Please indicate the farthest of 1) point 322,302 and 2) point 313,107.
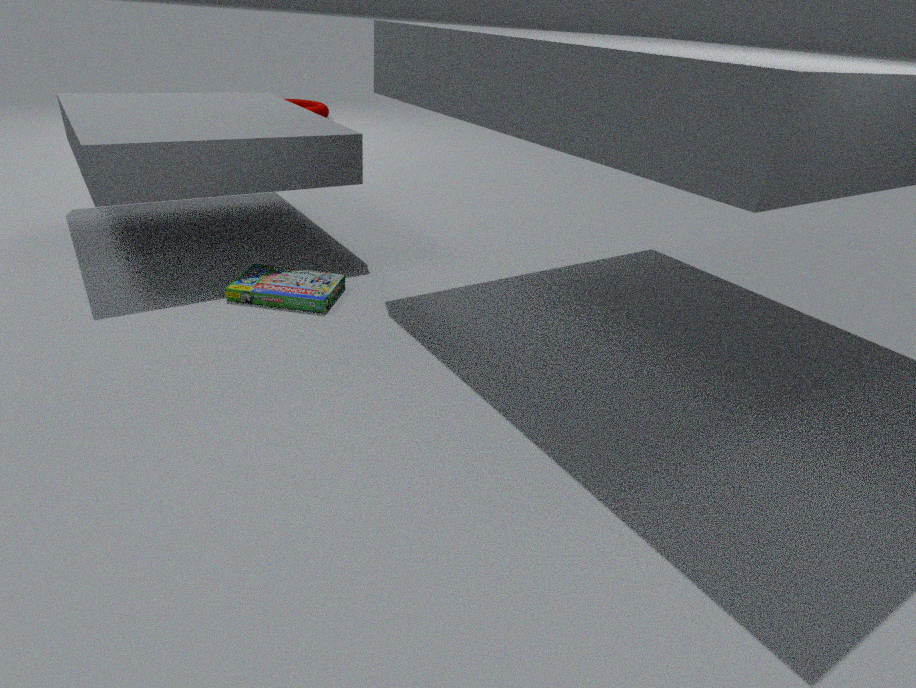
2. point 313,107
